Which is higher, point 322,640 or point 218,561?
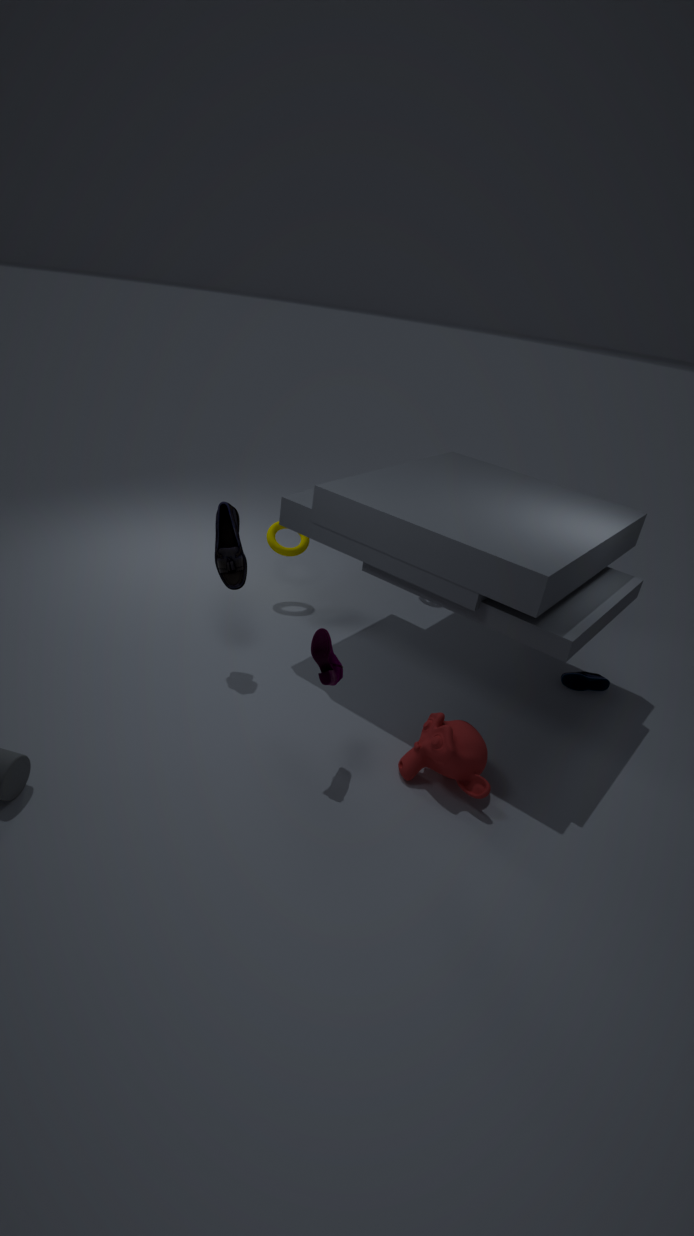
point 218,561
